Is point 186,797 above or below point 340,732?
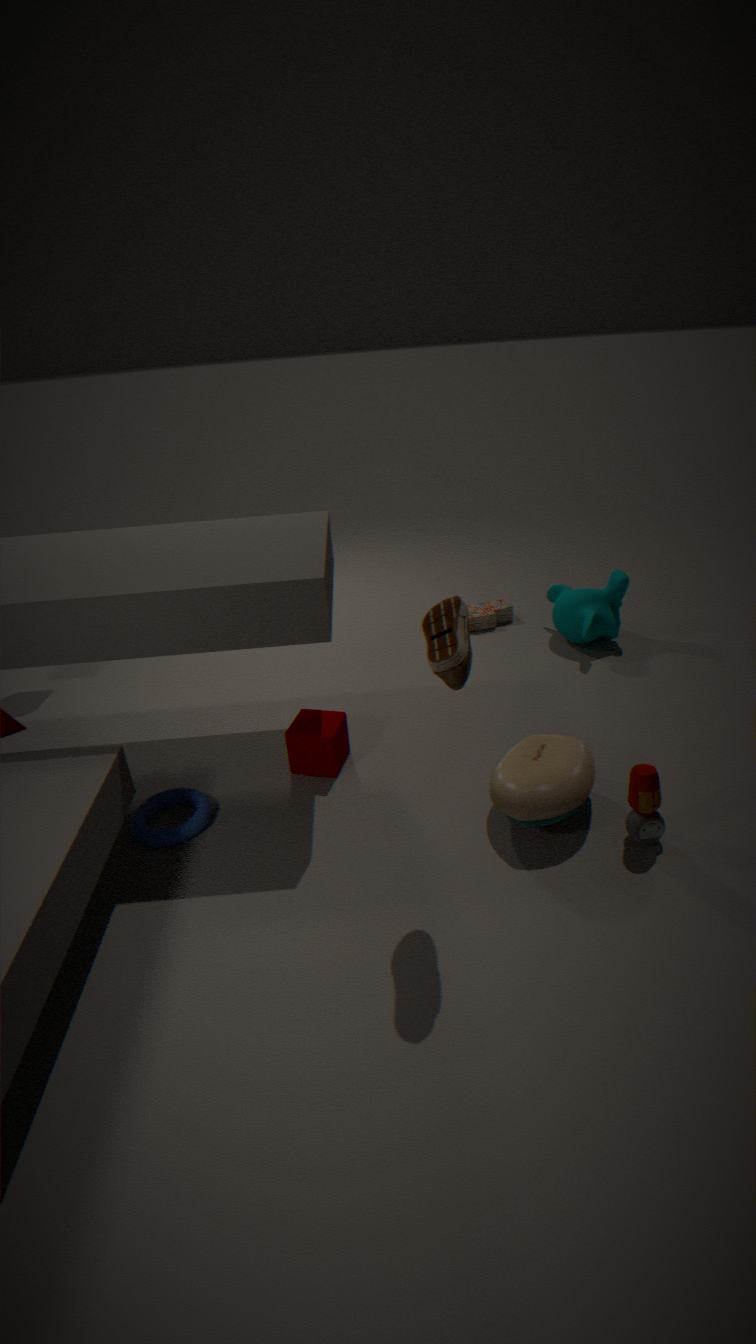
below
